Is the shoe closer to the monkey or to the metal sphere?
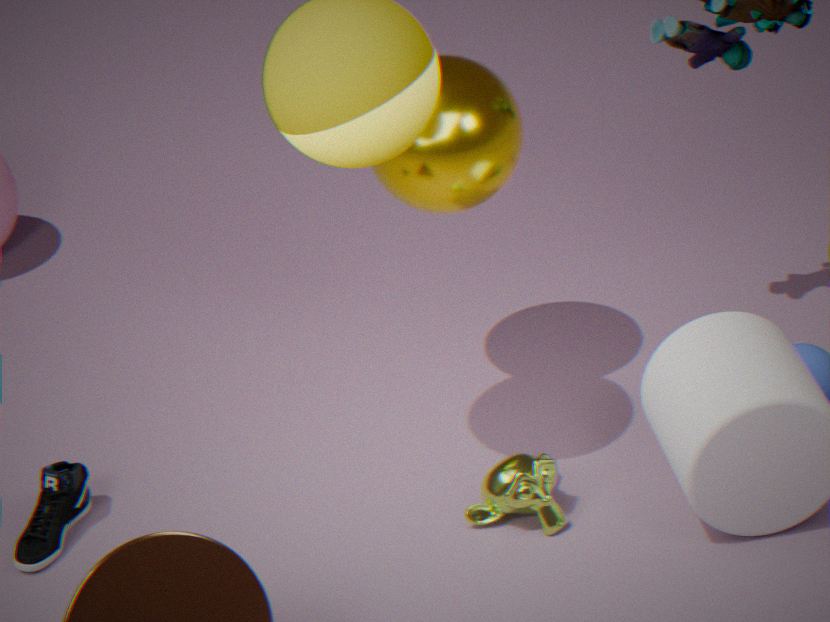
the monkey
